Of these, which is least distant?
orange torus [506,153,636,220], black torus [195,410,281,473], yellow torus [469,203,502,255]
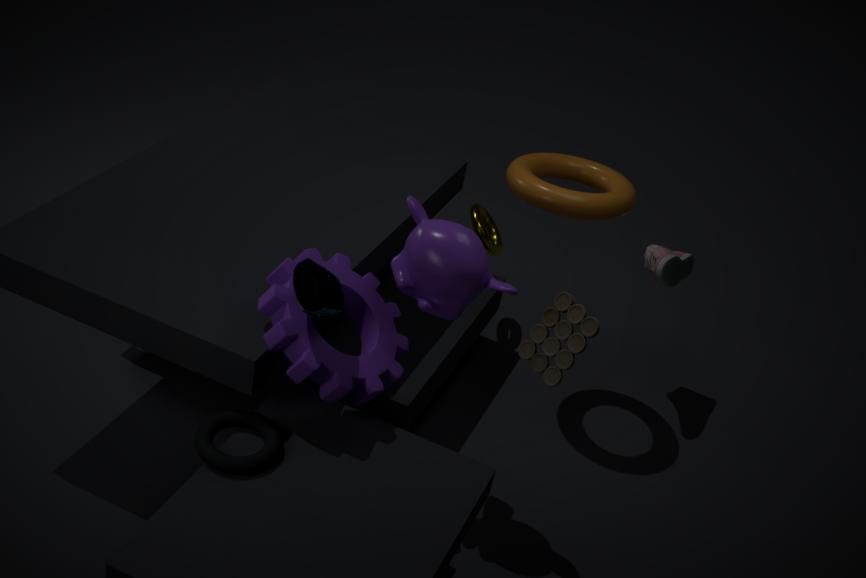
black torus [195,410,281,473]
